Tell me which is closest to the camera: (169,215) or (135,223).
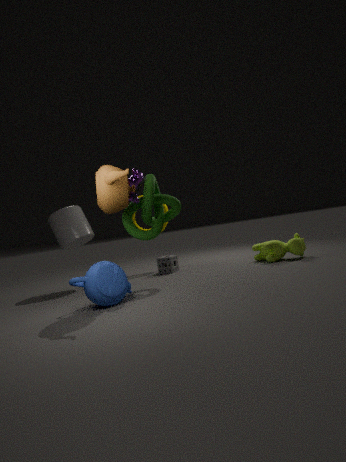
(169,215)
